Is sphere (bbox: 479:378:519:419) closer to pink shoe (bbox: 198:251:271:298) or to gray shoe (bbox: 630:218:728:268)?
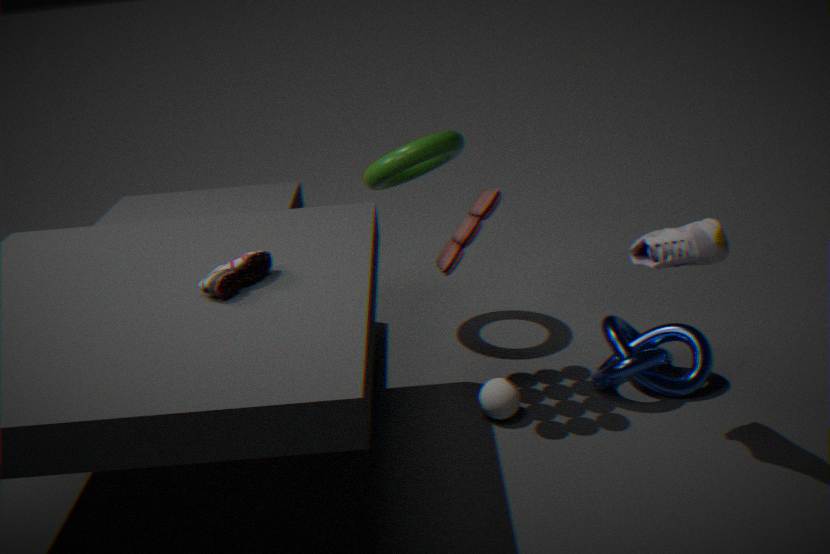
gray shoe (bbox: 630:218:728:268)
